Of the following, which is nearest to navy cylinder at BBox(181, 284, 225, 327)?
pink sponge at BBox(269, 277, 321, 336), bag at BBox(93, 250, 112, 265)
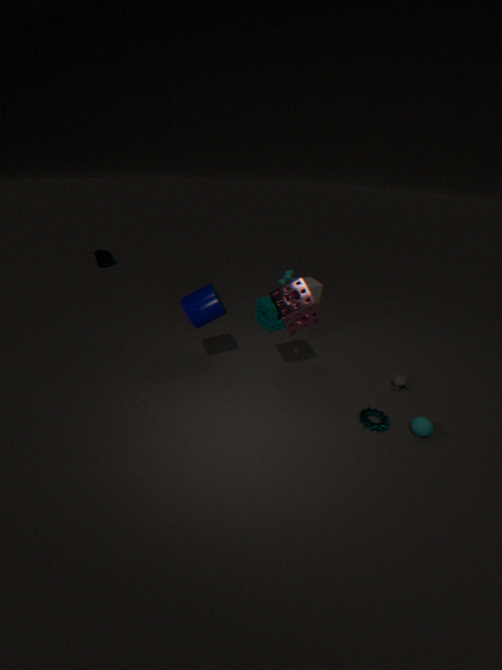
pink sponge at BBox(269, 277, 321, 336)
